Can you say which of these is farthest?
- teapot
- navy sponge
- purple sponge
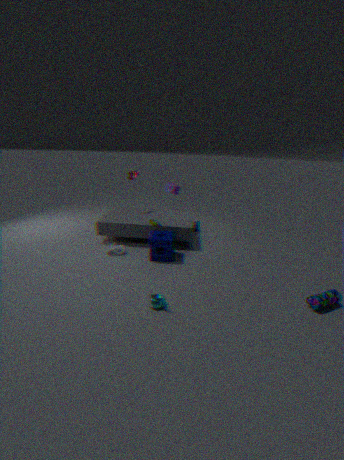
purple sponge
